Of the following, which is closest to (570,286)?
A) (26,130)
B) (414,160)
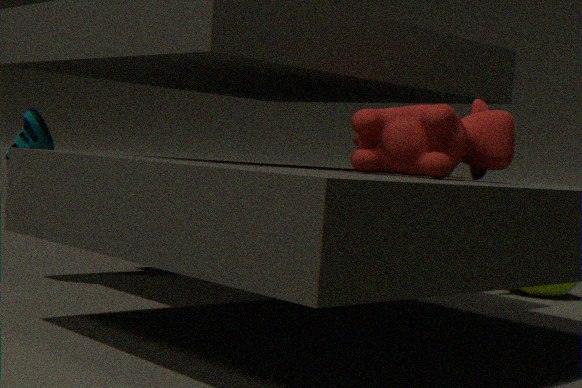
(414,160)
